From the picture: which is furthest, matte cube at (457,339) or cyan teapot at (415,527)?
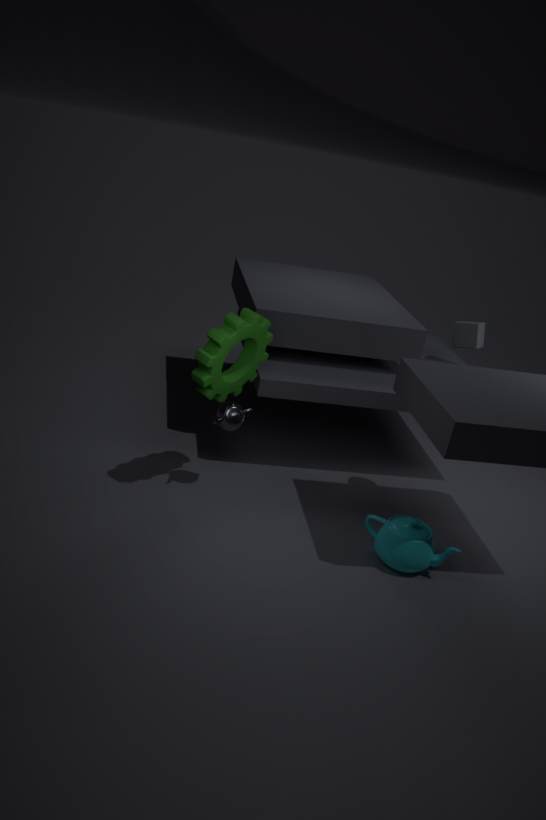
matte cube at (457,339)
